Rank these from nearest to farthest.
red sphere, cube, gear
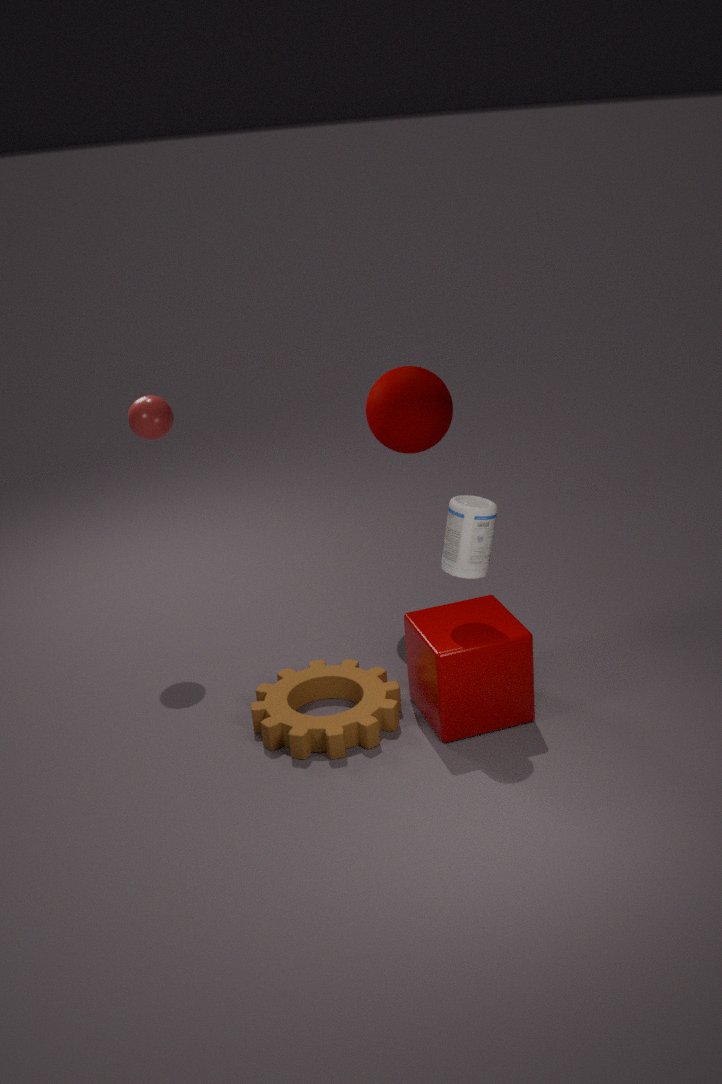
cube < gear < red sphere
